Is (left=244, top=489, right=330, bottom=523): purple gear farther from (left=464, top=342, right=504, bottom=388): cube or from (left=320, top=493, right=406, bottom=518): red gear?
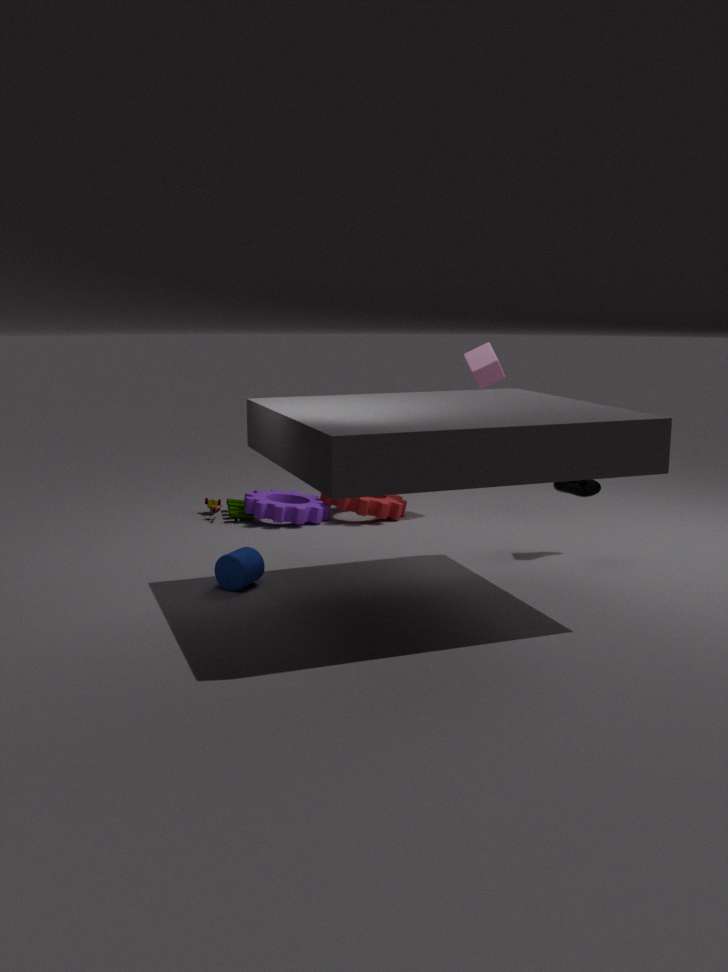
(left=464, top=342, right=504, bottom=388): cube
